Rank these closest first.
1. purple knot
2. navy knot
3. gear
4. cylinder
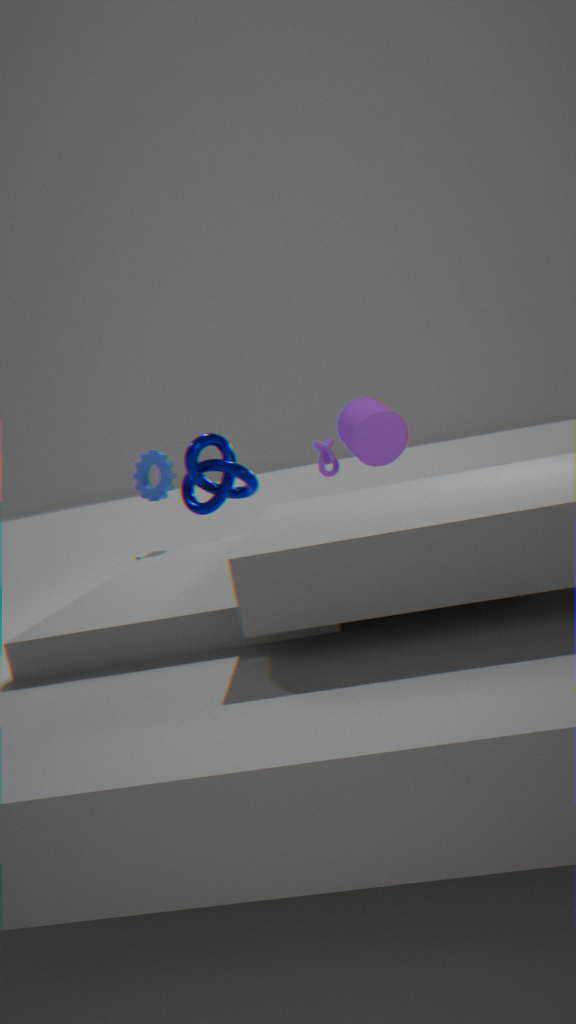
gear → cylinder → navy knot → purple knot
